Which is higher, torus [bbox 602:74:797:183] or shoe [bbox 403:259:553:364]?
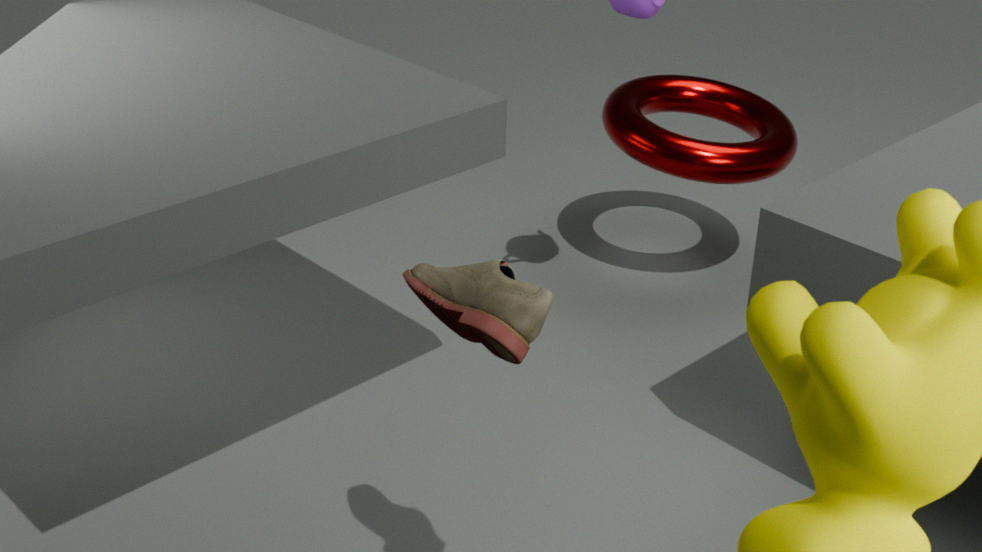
shoe [bbox 403:259:553:364]
